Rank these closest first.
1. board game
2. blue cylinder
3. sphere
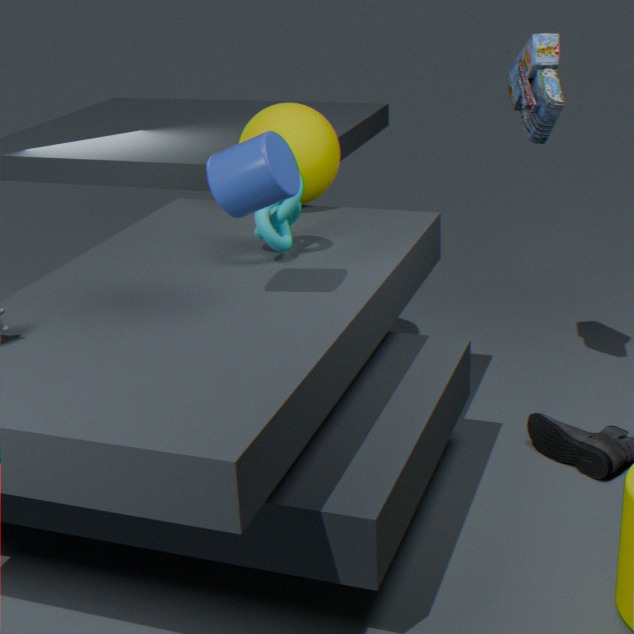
1. blue cylinder
2. board game
3. sphere
